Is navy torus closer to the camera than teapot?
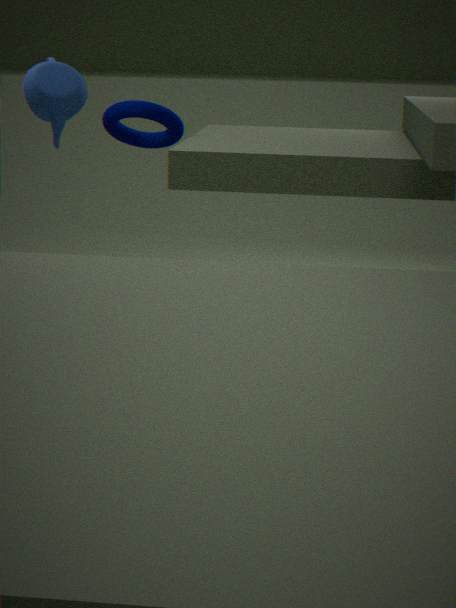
No
